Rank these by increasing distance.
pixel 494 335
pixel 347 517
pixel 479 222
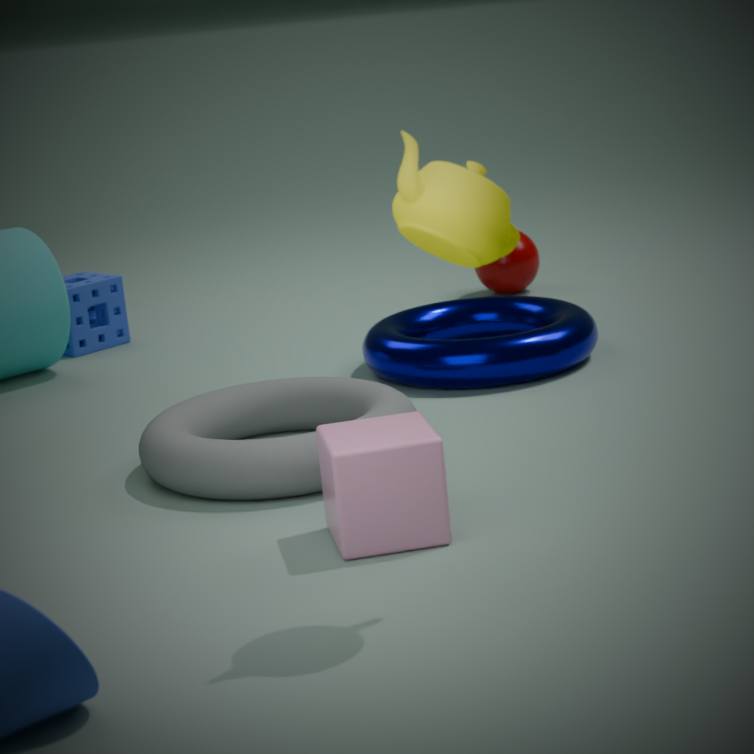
pixel 479 222 < pixel 347 517 < pixel 494 335
